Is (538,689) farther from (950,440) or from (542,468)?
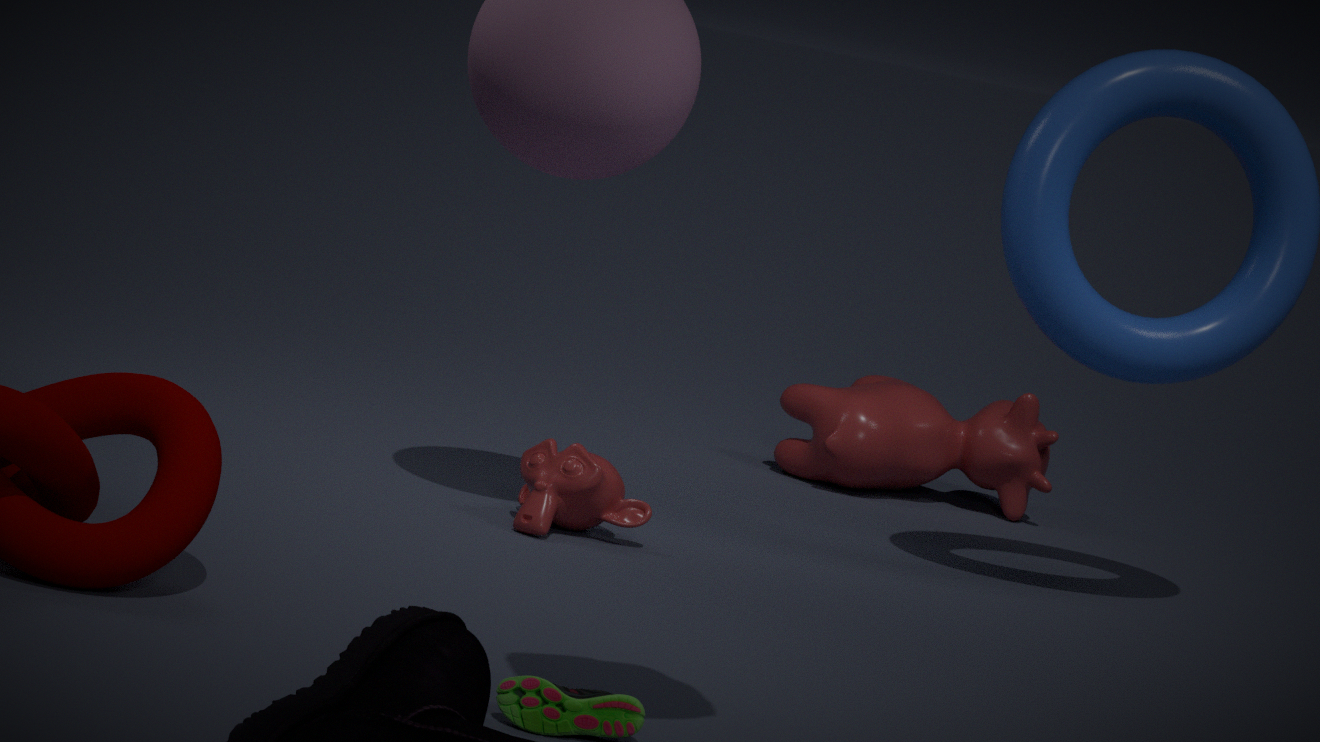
(950,440)
